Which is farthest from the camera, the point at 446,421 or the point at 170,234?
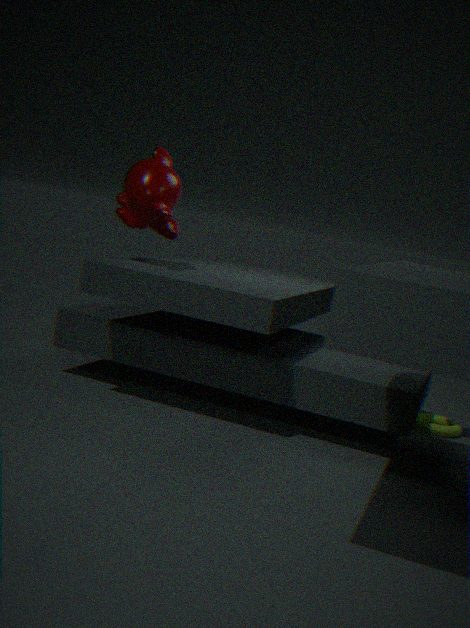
the point at 446,421
